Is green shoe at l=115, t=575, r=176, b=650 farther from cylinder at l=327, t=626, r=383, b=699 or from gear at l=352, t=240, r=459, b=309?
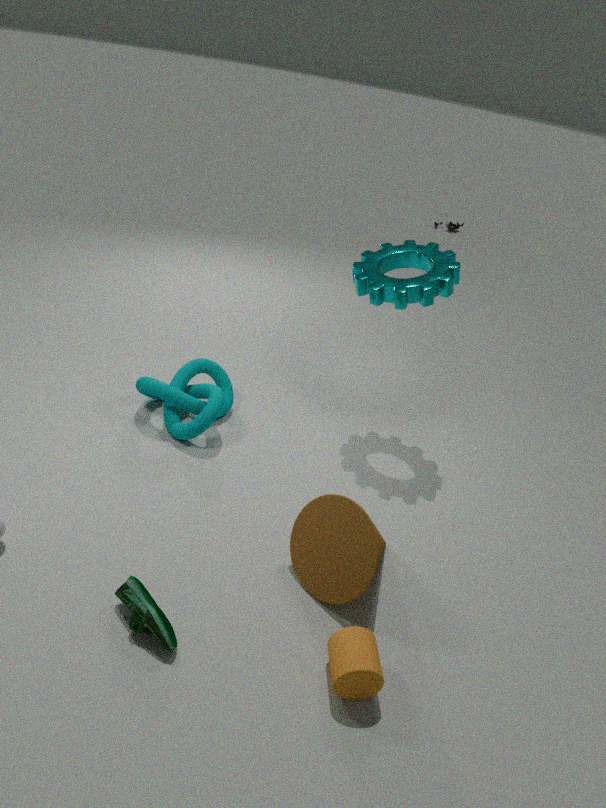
gear at l=352, t=240, r=459, b=309
